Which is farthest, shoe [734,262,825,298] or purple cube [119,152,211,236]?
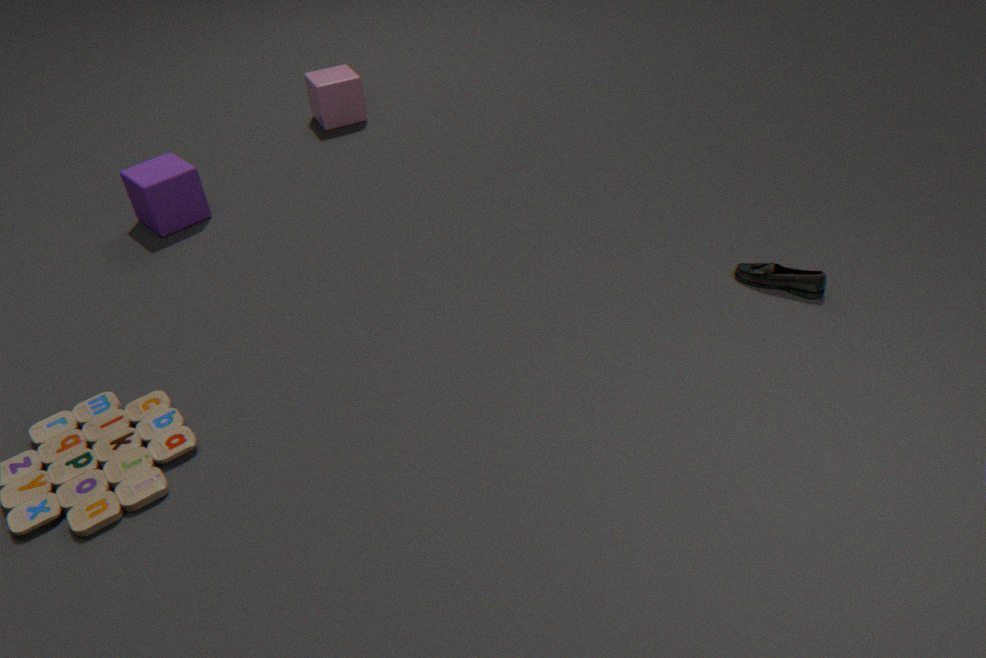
purple cube [119,152,211,236]
